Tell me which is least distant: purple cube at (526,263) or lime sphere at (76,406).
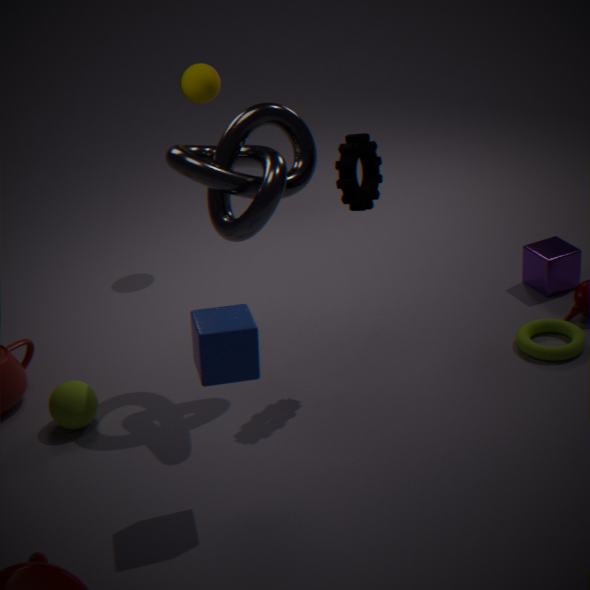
lime sphere at (76,406)
